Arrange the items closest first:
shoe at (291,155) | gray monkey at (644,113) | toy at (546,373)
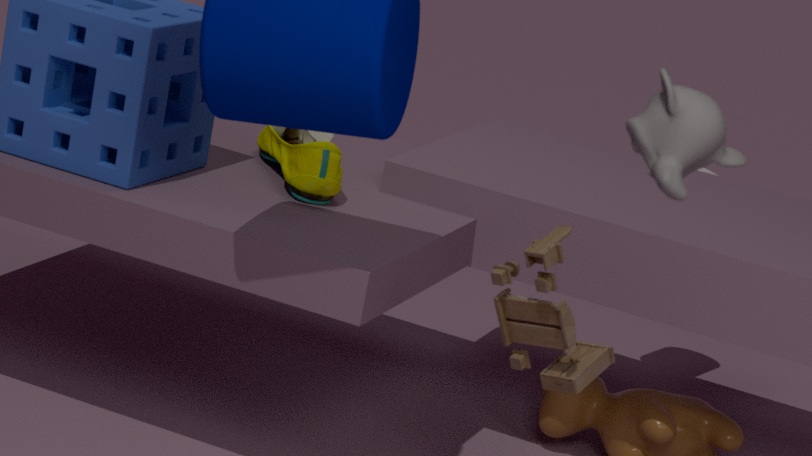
gray monkey at (644,113) → toy at (546,373) → shoe at (291,155)
